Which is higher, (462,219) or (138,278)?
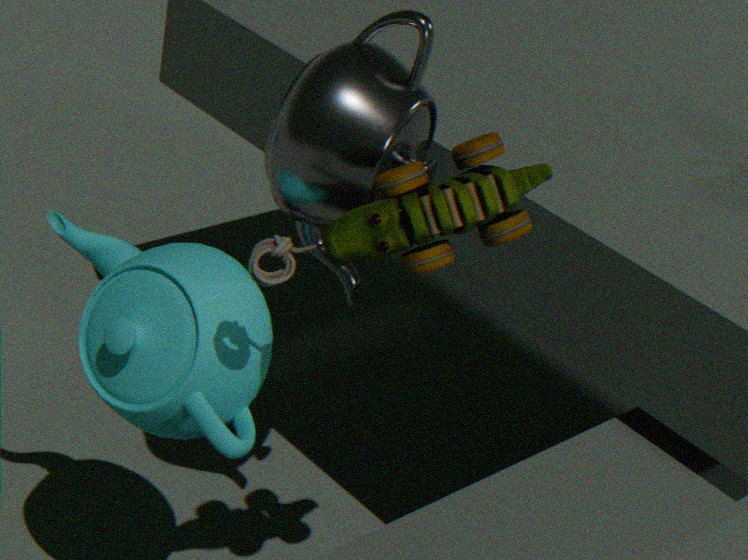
(462,219)
